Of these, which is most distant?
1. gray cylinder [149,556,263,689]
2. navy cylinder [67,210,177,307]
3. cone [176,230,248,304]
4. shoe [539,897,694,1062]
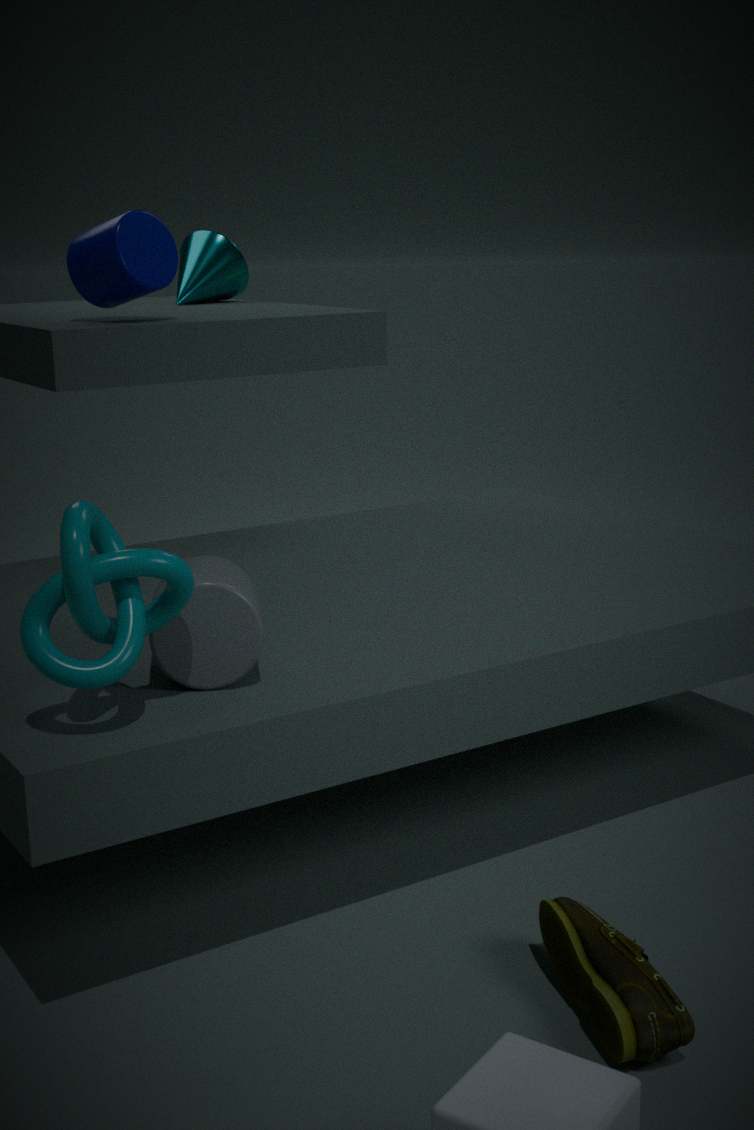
cone [176,230,248,304]
